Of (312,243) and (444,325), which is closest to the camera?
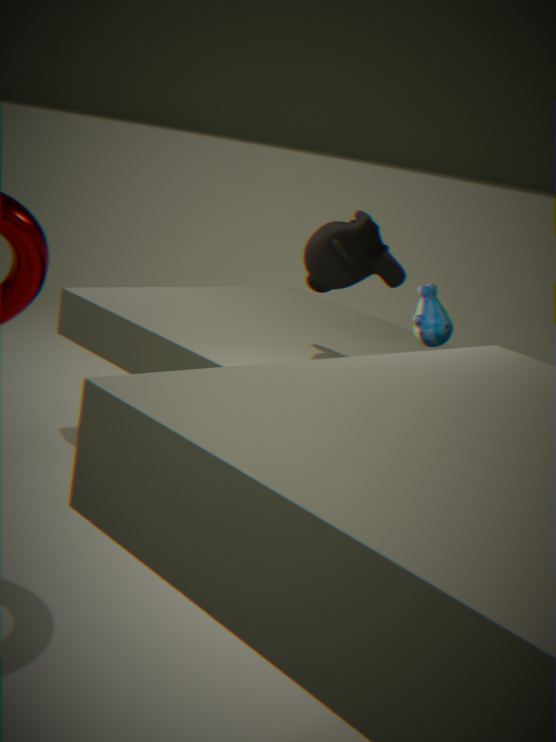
(444,325)
